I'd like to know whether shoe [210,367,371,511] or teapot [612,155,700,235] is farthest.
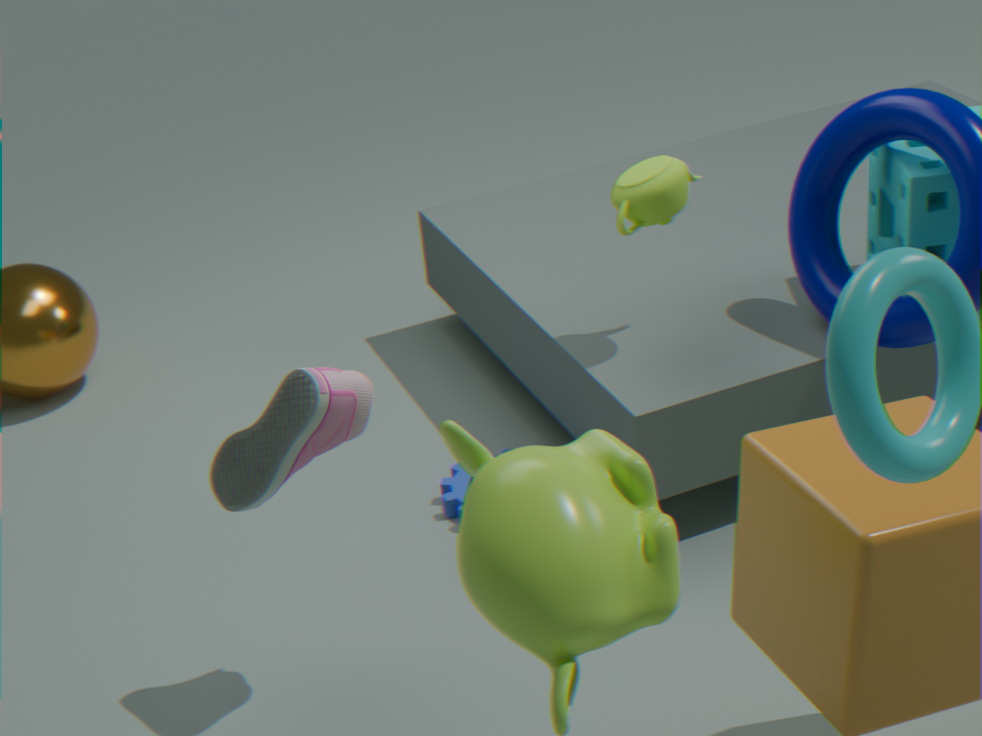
teapot [612,155,700,235]
